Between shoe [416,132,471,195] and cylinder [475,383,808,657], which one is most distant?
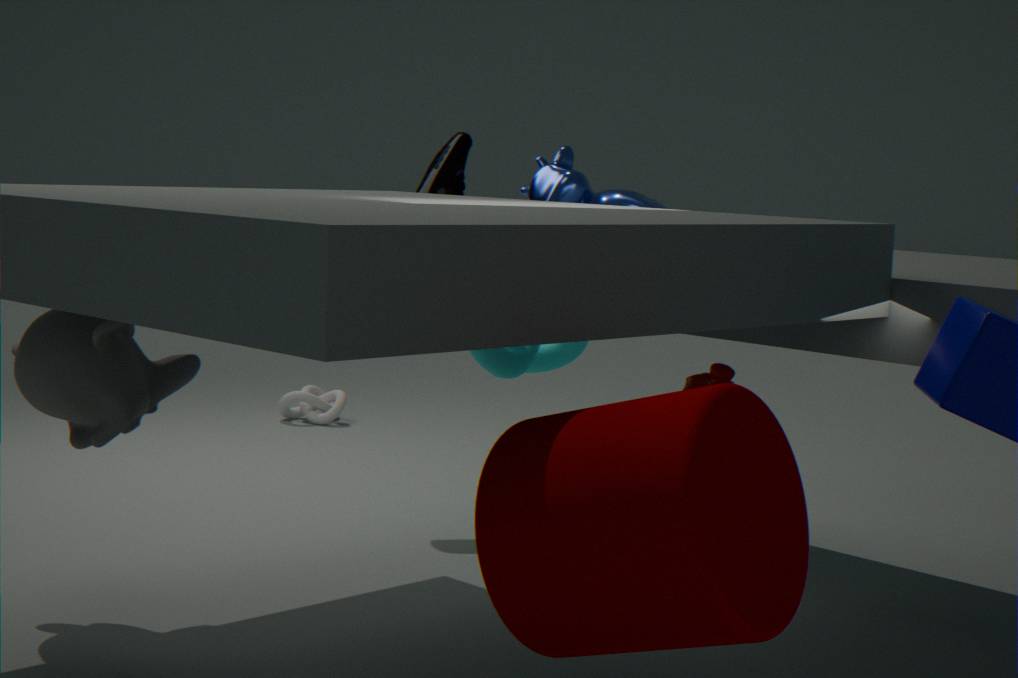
shoe [416,132,471,195]
